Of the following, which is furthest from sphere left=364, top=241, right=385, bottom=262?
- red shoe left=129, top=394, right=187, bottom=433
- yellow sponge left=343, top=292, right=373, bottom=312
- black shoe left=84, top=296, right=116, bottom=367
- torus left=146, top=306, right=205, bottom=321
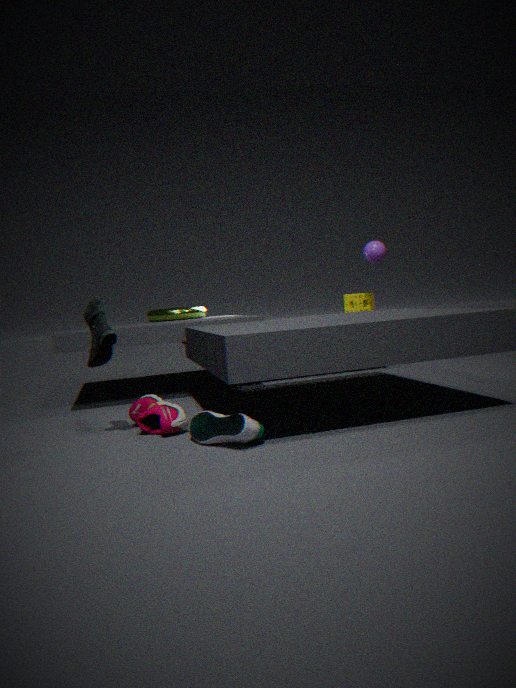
black shoe left=84, top=296, right=116, bottom=367
